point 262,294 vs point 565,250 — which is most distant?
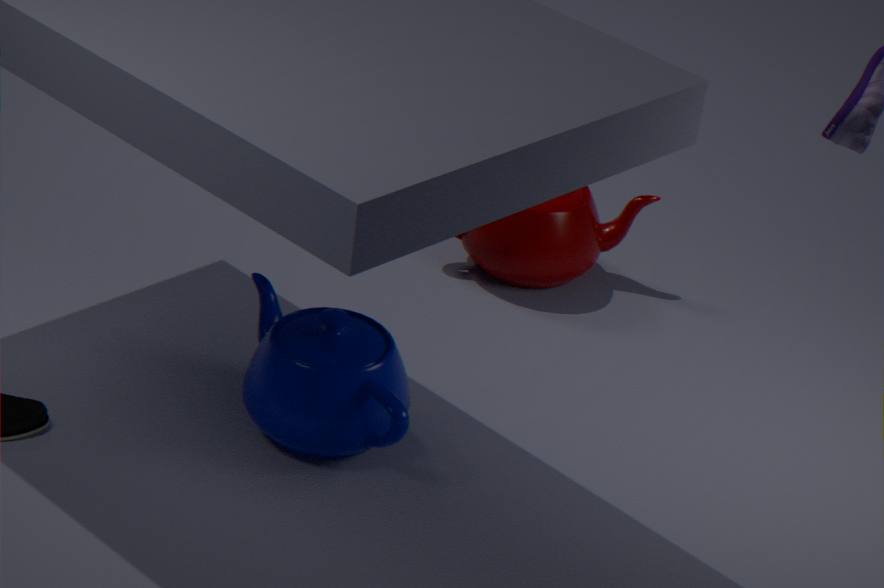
point 565,250
